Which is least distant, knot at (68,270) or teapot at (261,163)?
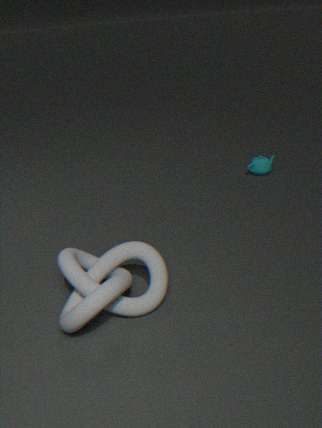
knot at (68,270)
